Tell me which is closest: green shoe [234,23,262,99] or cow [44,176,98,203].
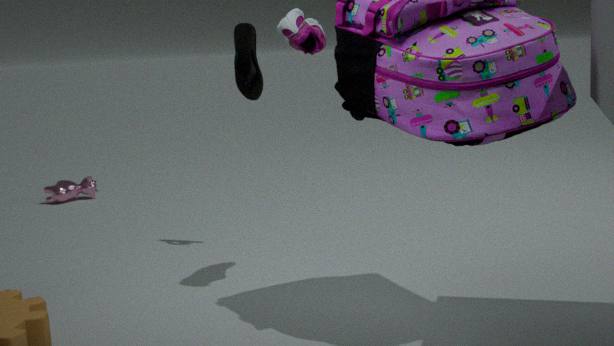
green shoe [234,23,262,99]
